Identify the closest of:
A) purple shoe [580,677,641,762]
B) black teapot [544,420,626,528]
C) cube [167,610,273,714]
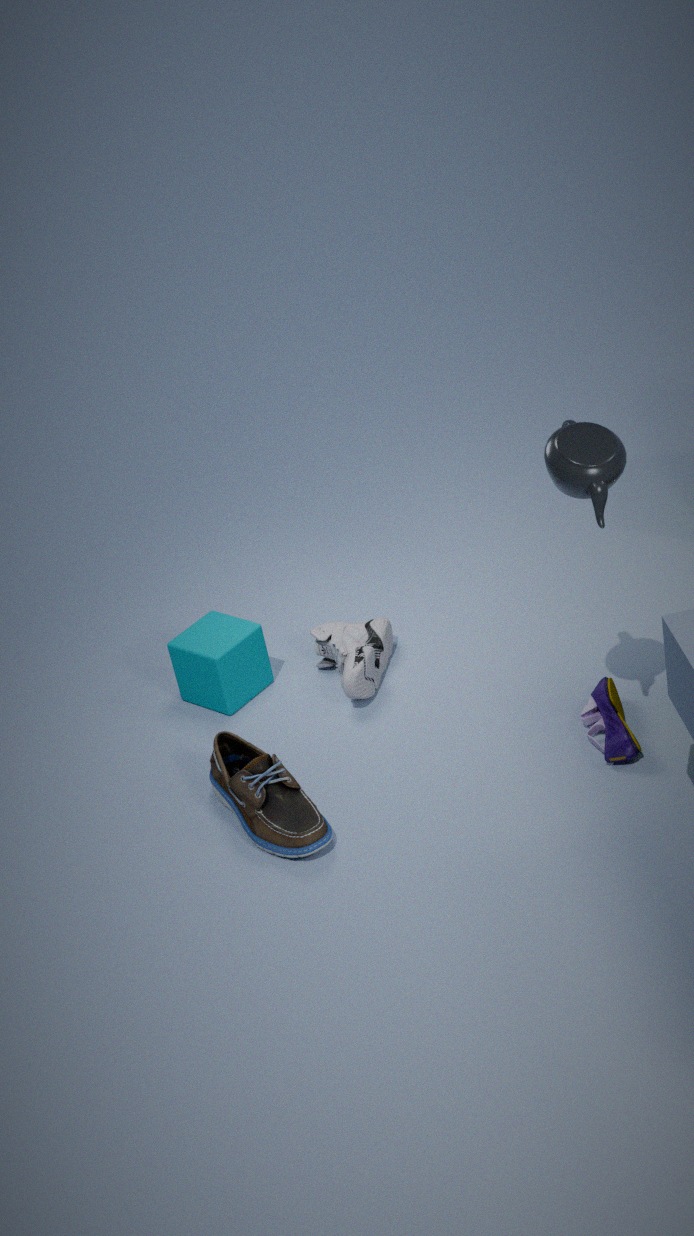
black teapot [544,420,626,528]
